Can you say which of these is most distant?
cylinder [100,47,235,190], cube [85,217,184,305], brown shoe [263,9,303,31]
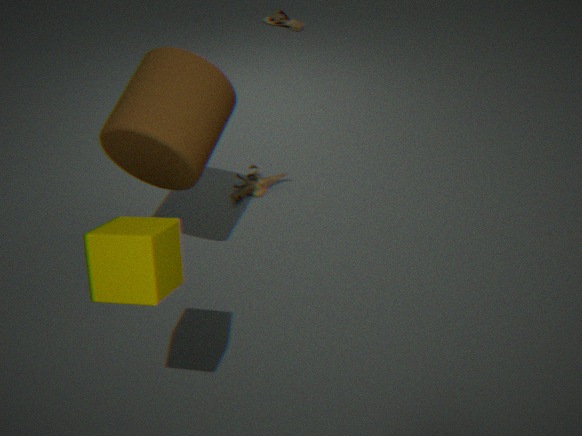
brown shoe [263,9,303,31]
